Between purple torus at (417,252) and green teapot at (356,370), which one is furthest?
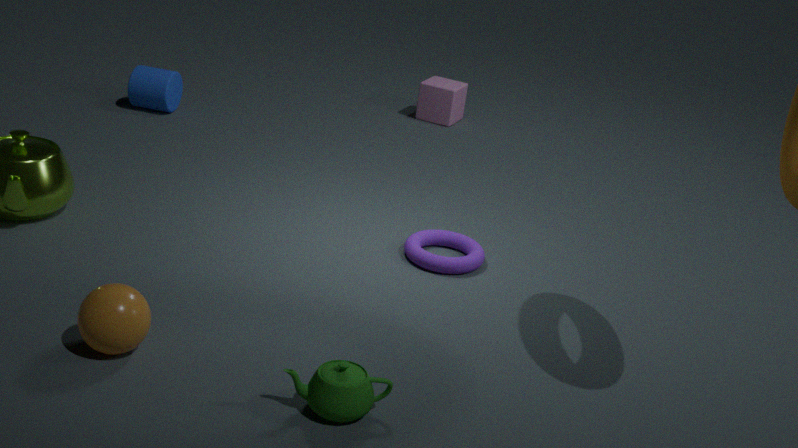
purple torus at (417,252)
